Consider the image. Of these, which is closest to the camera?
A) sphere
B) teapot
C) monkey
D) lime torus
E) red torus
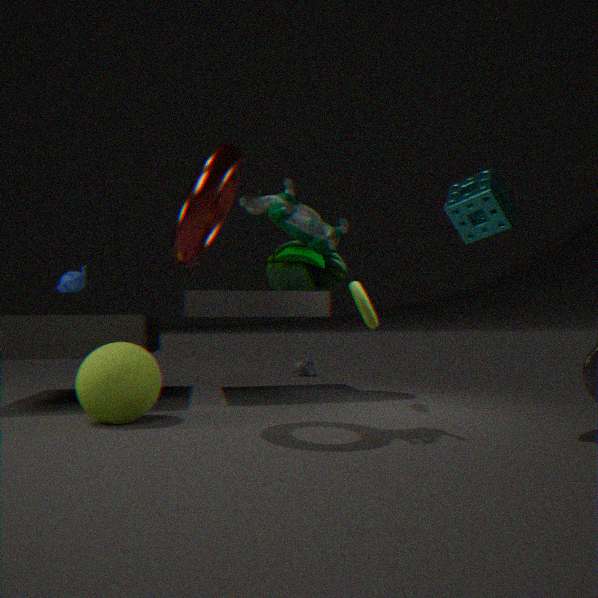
red torus
